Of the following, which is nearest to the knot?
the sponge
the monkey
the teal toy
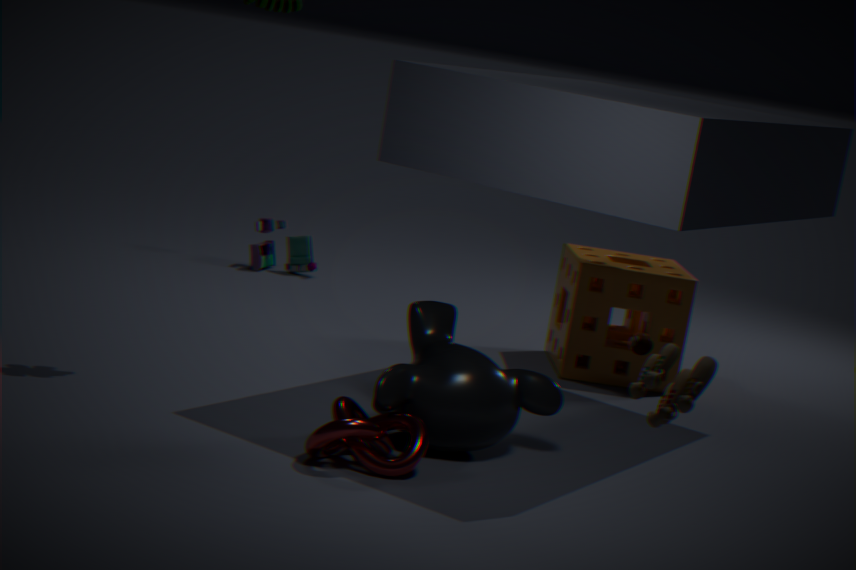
the monkey
